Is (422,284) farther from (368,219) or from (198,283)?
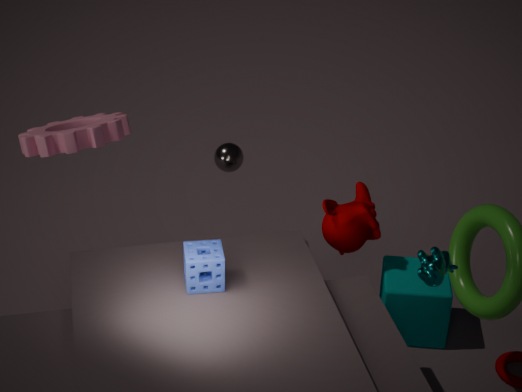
(198,283)
